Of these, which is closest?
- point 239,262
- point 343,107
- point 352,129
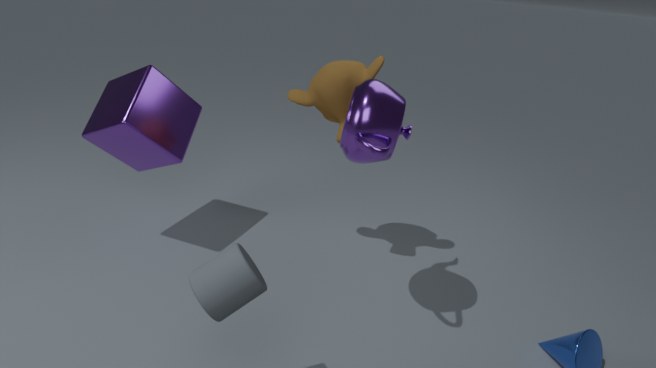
point 239,262
